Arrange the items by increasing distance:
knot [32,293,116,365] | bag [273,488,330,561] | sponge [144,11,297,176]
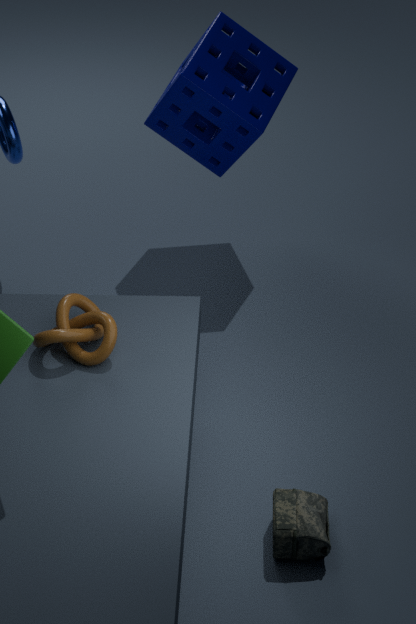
bag [273,488,330,561] < knot [32,293,116,365] < sponge [144,11,297,176]
